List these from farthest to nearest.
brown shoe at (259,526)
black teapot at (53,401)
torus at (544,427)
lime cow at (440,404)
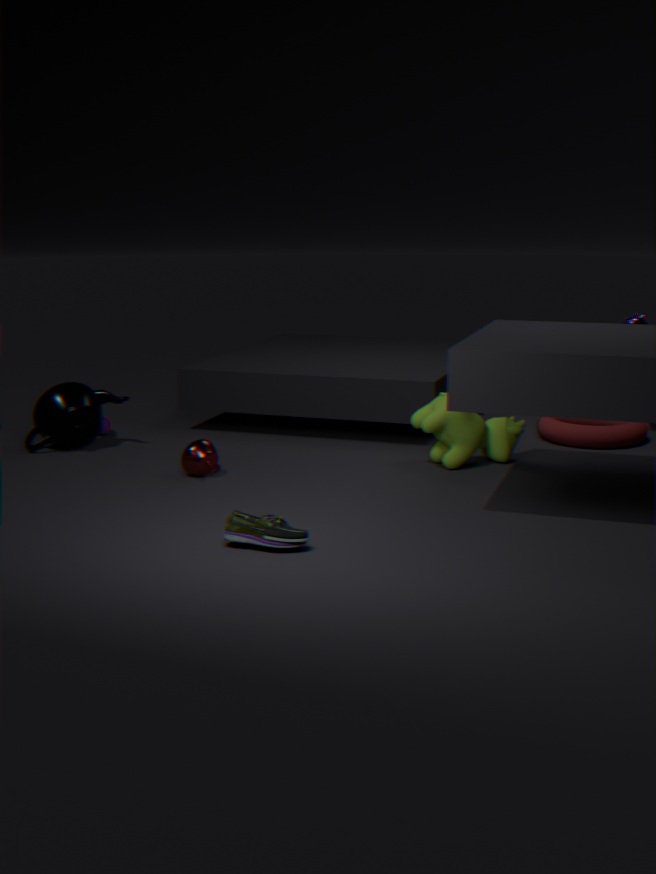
1. torus at (544,427)
2. black teapot at (53,401)
3. lime cow at (440,404)
4. brown shoe at (259,526)
